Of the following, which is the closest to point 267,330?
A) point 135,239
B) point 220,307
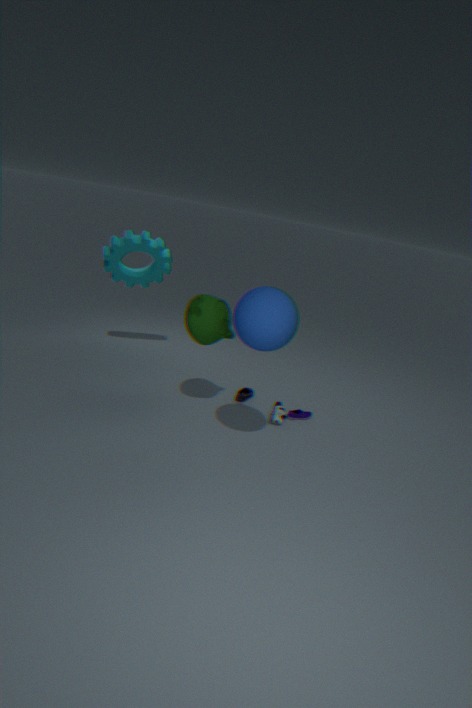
point 220,307
